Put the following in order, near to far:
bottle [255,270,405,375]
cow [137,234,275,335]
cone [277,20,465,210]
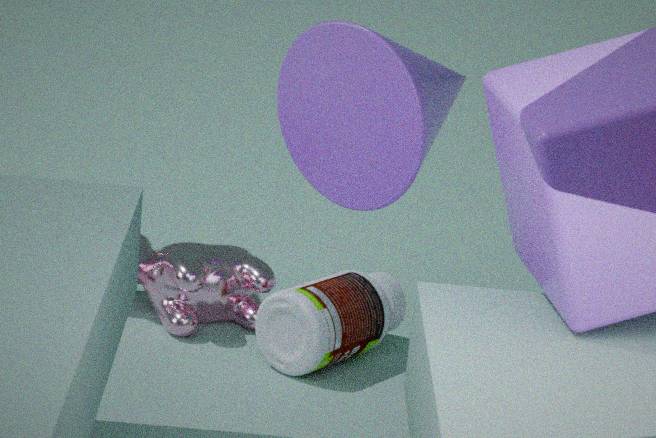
1. cone [277,20,465,210]
2. bottle [255,270,405,375]
3. cow [137,234,275,335]
